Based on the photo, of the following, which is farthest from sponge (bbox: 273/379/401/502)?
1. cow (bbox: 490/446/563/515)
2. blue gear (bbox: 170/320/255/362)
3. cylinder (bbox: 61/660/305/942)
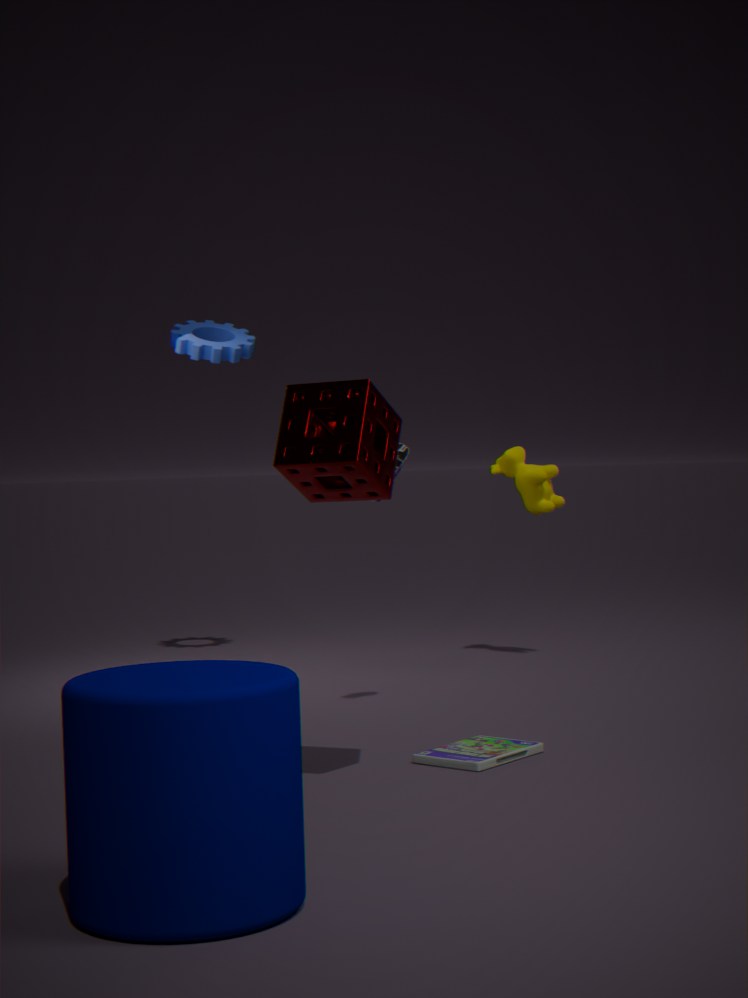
blue gear (bbox: 170/320/255/362)
